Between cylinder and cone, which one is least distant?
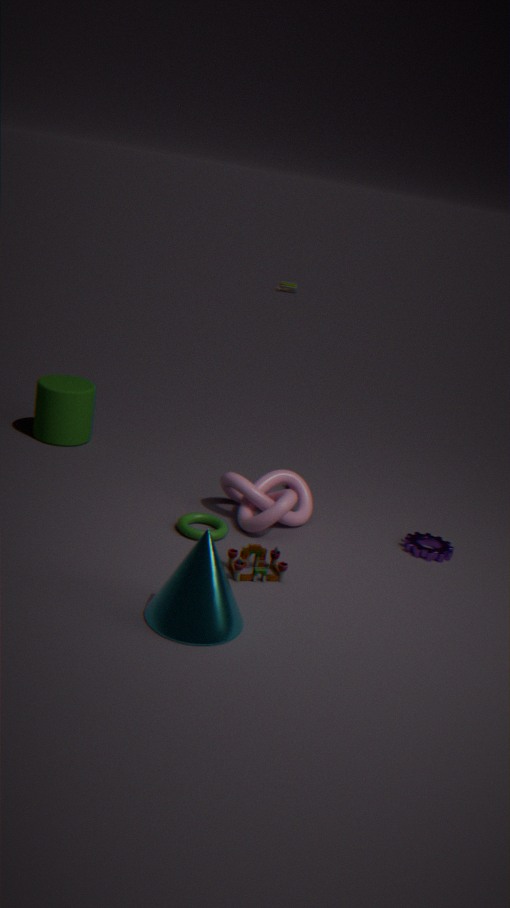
cone
